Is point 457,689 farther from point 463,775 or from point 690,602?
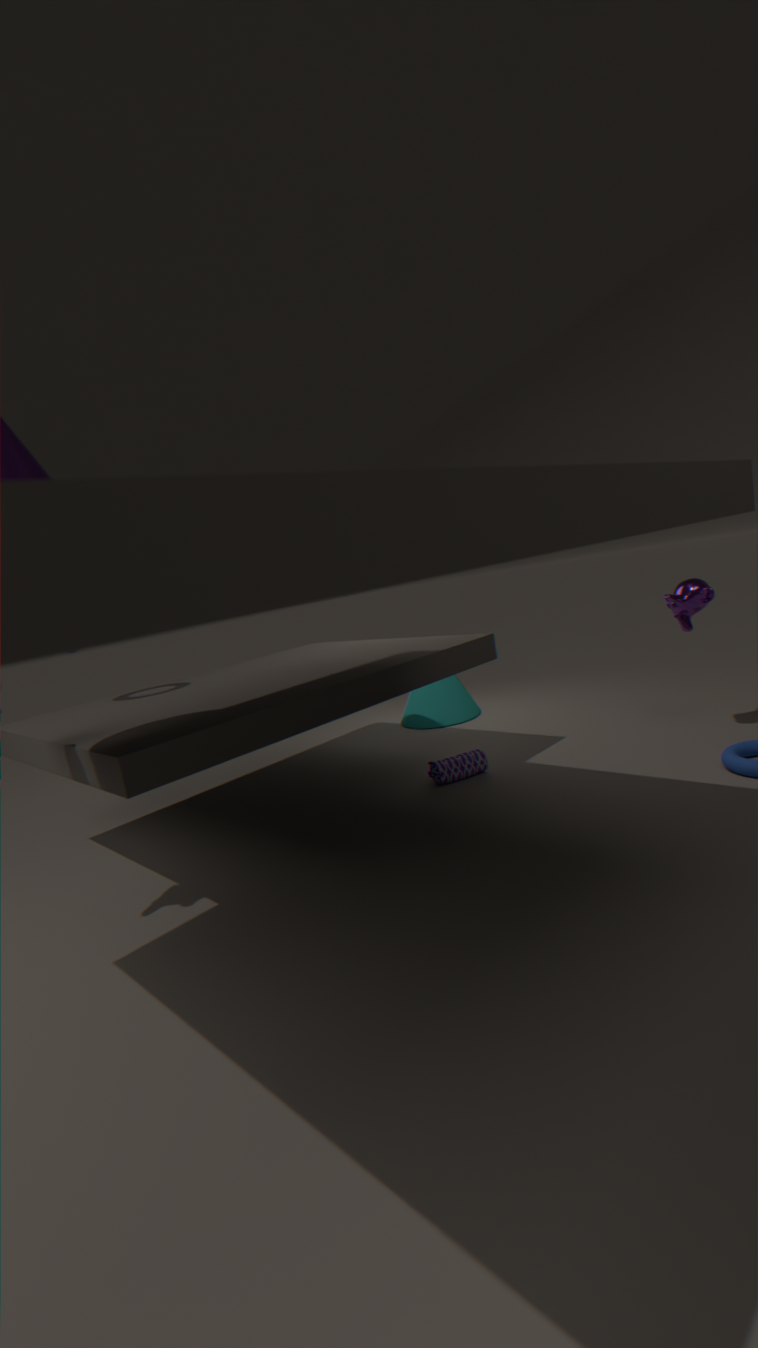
point 690,602
